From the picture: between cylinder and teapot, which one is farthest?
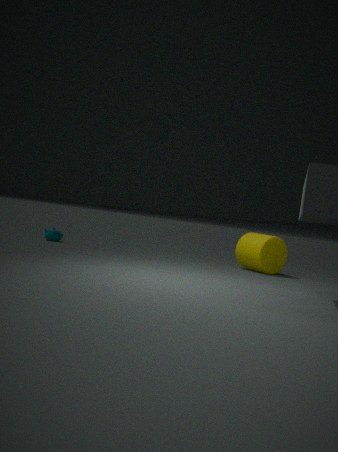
teapot
